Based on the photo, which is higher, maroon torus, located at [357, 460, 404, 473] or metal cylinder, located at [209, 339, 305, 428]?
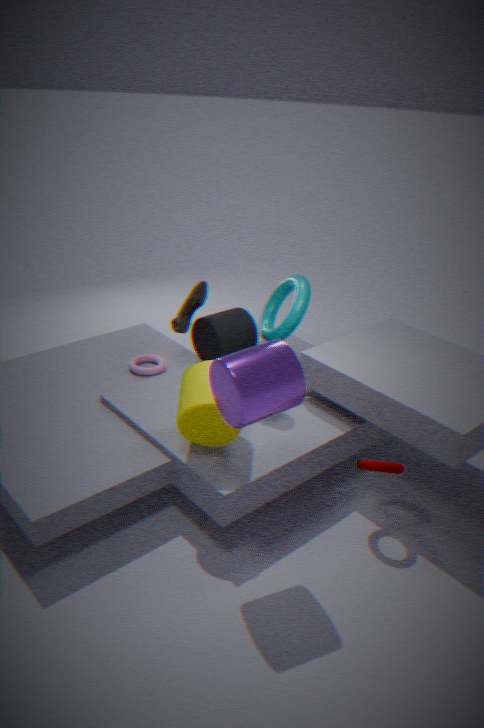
metal cylinder, located at [209, 339, 305, 428]
